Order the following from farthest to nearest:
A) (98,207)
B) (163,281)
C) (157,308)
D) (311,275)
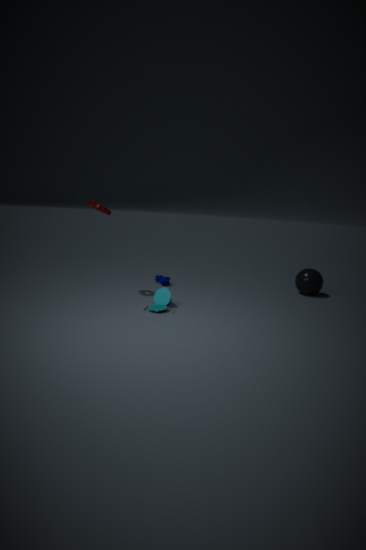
(163,281)
(311,275)
(98,207)
(157,308)
